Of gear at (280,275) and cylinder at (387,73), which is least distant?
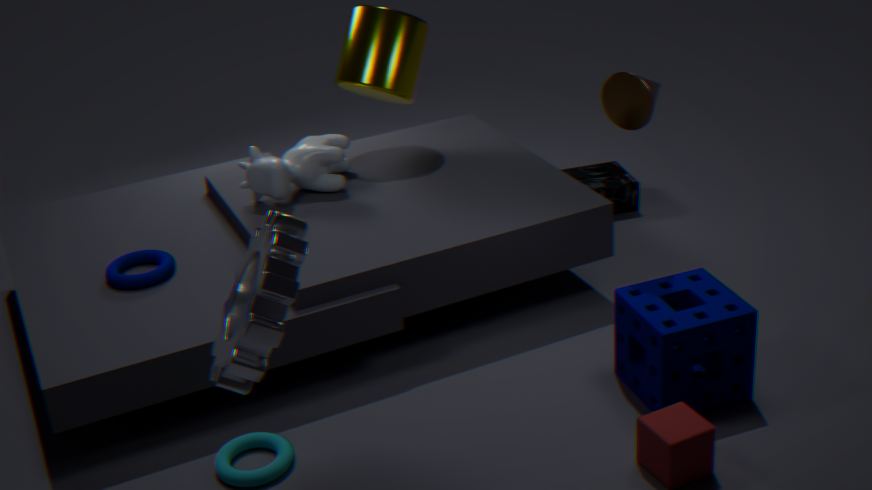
gear at (280,275)
